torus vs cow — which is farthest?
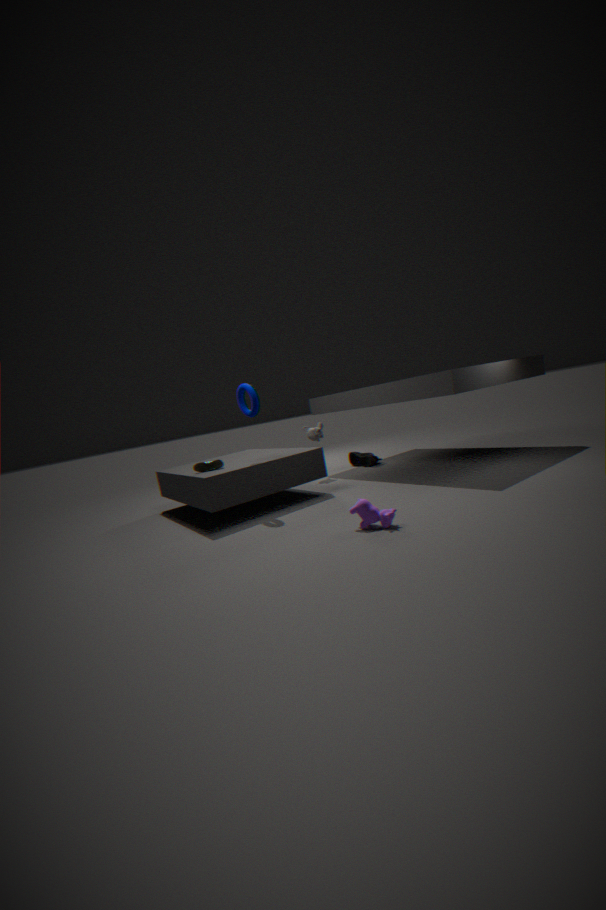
torus
